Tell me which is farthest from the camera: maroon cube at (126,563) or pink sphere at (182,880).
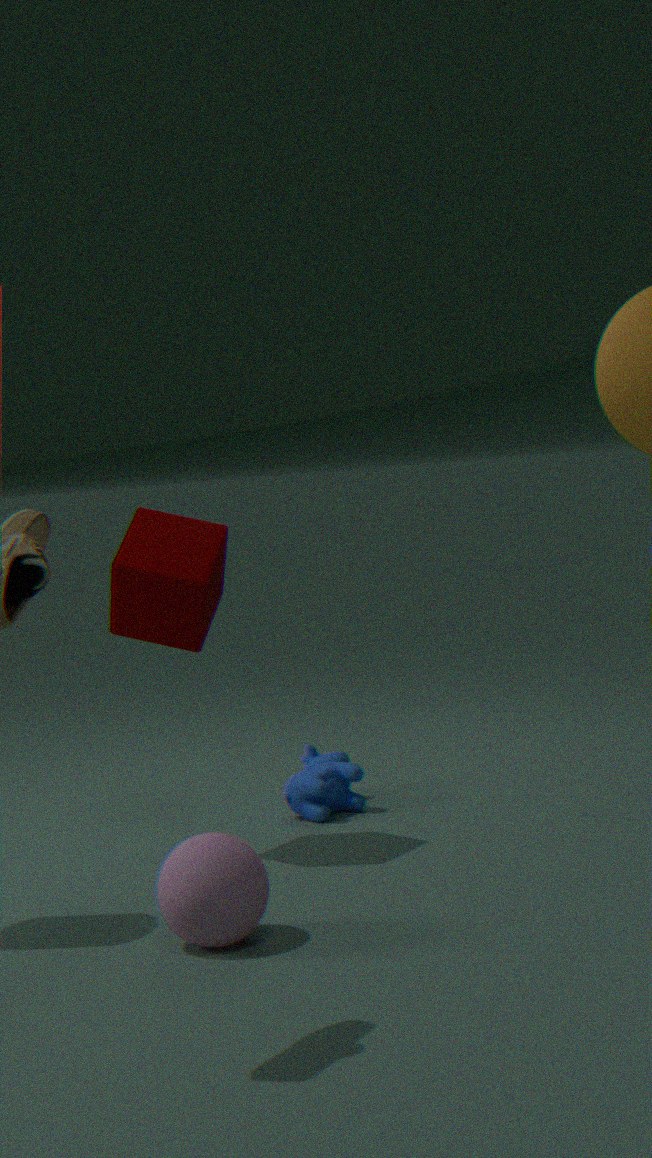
maroon cube at (126,563)
